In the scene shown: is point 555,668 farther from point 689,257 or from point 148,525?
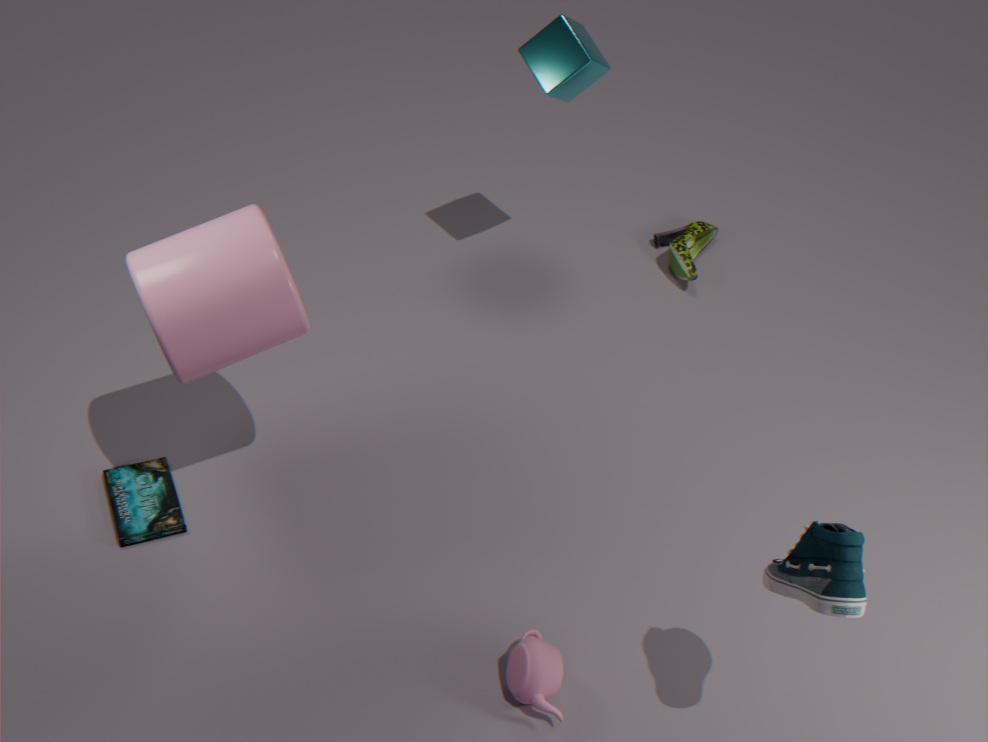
point 689,257
